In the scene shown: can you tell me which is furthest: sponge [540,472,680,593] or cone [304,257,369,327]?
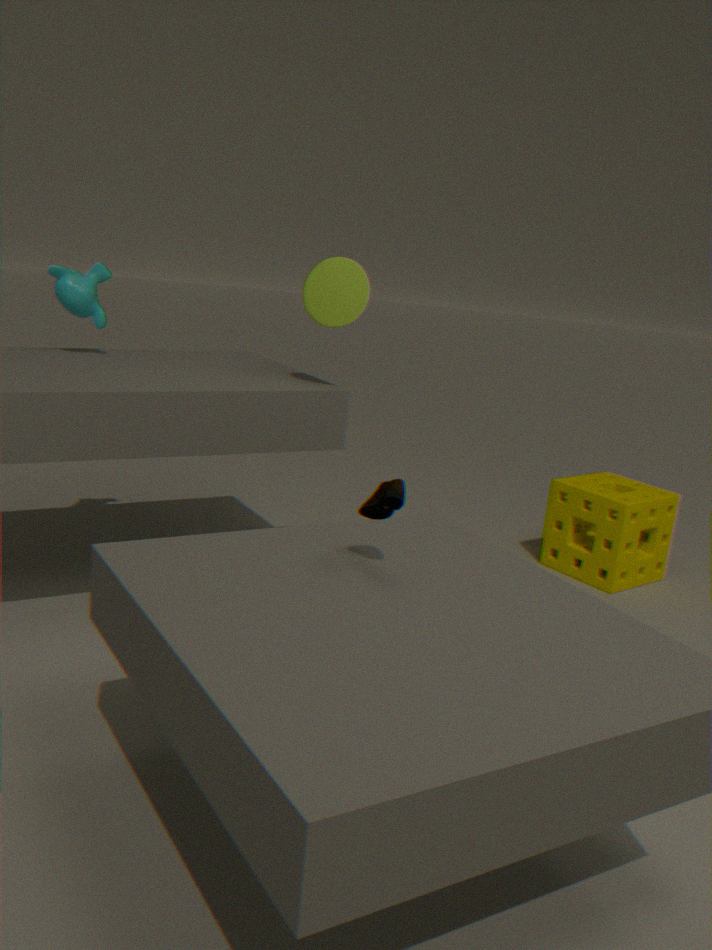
sponge [540,472,680,593]
